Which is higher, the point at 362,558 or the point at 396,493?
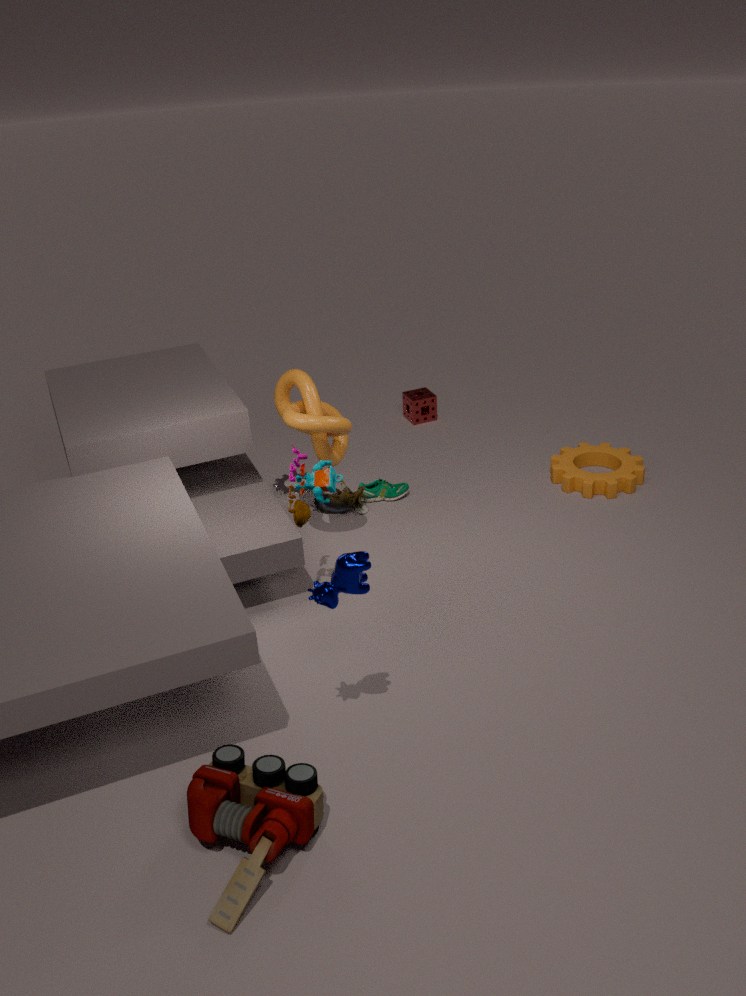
the point at 362,558
